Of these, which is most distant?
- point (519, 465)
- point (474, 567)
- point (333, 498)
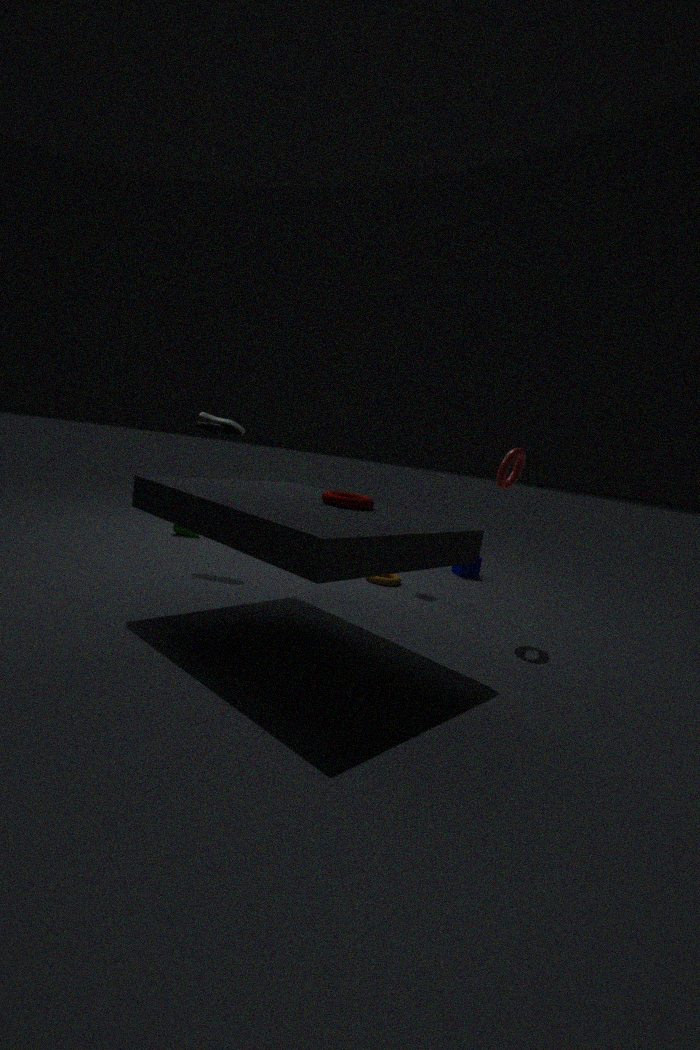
point (474, 567)
